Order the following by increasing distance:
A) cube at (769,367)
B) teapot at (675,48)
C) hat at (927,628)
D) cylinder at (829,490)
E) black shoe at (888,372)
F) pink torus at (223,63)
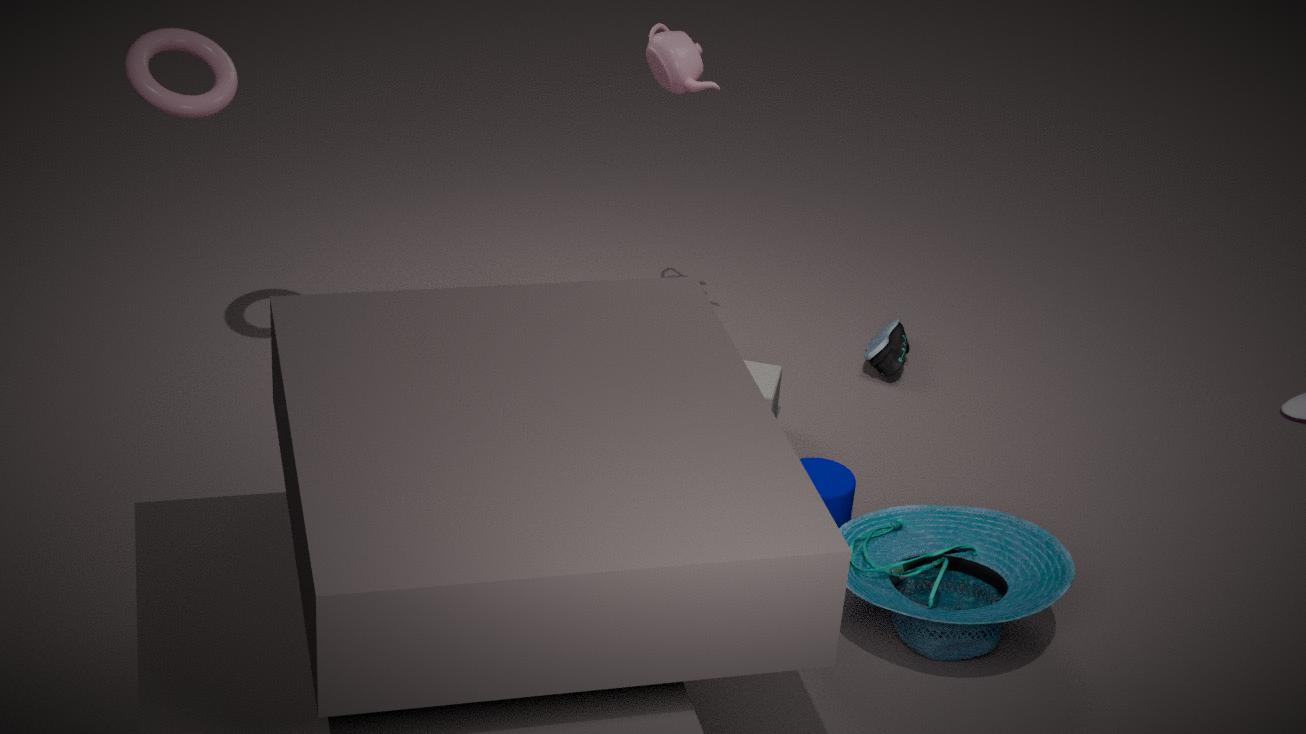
C. hat at (927,628) → F. pink torus at (223,63) → D. cylinder at (829,490) → B. teapot at (675,48) → A. cube at (769,367) → E. black shoe at (888,372)
